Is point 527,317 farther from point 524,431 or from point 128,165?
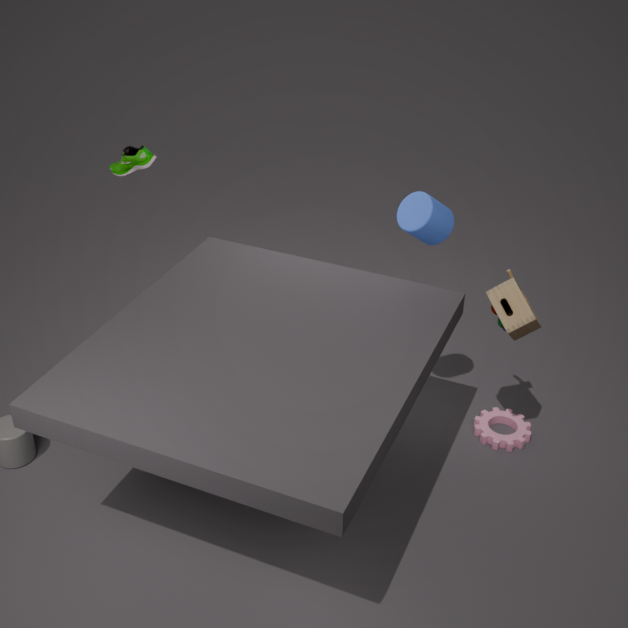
point 128,165
